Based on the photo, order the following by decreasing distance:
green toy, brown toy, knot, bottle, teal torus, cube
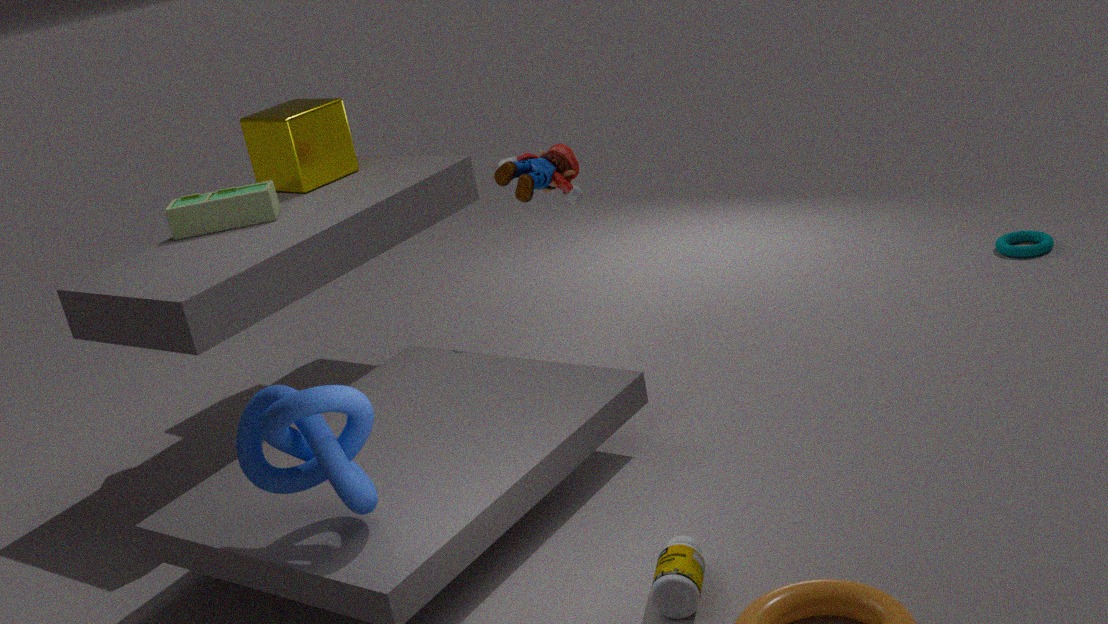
1. teal torus
2. cube
3. green toy
4. brown toy
5. bottle
6. knot
